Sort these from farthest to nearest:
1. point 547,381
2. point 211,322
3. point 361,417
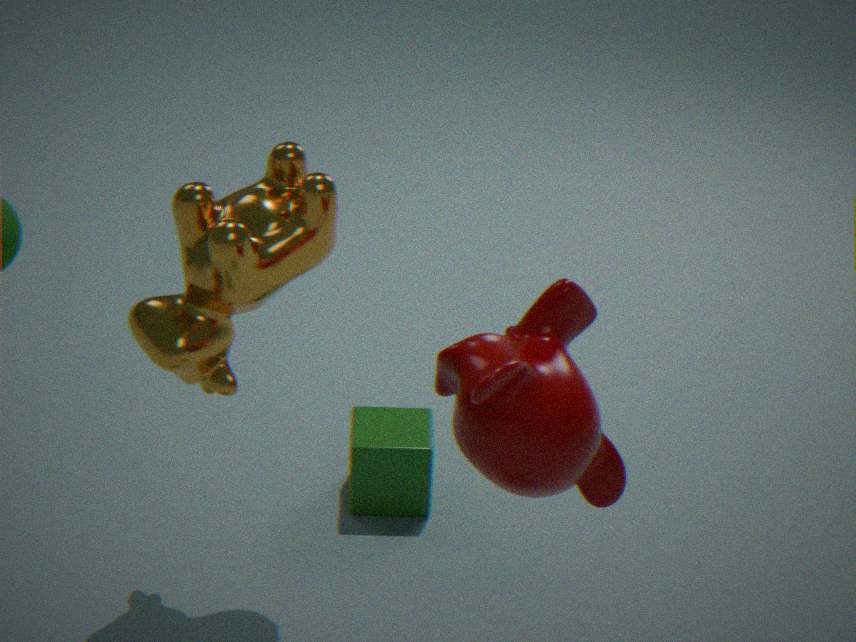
point 361,417, point 211,322, point 547,381
